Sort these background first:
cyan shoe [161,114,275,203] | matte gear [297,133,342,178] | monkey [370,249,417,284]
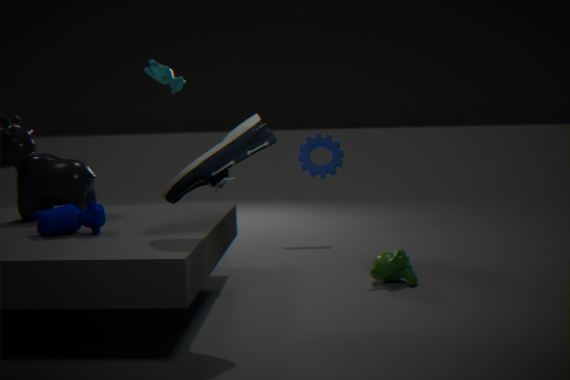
matte gear [297,133,342,178], monkey [370,249,417,284], cyan shoe [161,114,275,203]
